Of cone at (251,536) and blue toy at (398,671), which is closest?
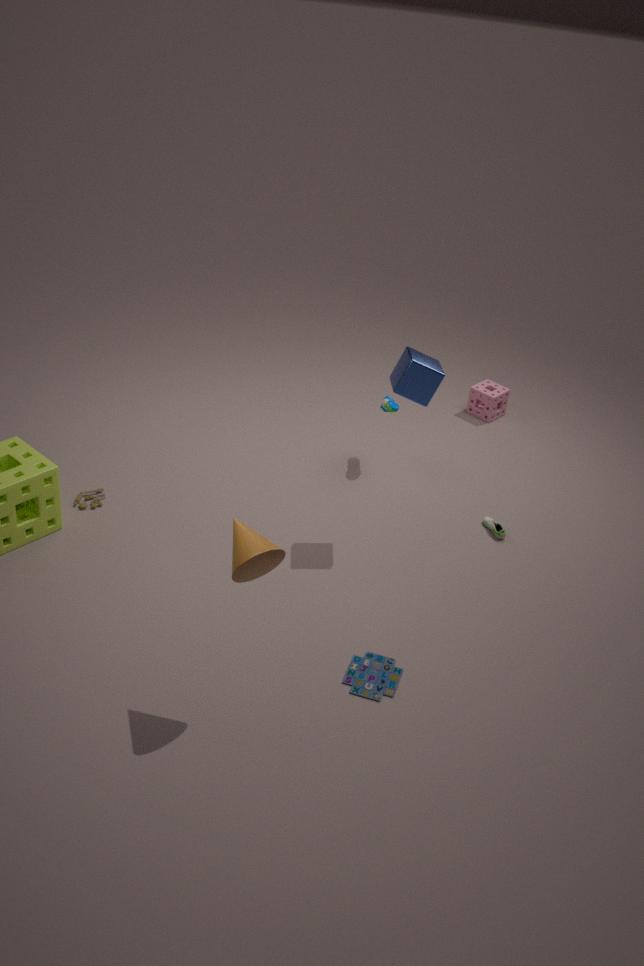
cone at (251,536)
